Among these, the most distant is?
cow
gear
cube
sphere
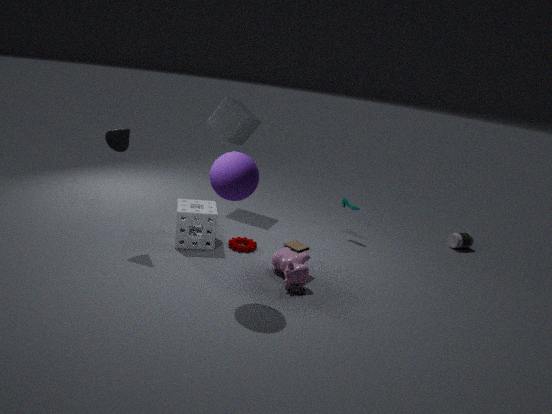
cube
